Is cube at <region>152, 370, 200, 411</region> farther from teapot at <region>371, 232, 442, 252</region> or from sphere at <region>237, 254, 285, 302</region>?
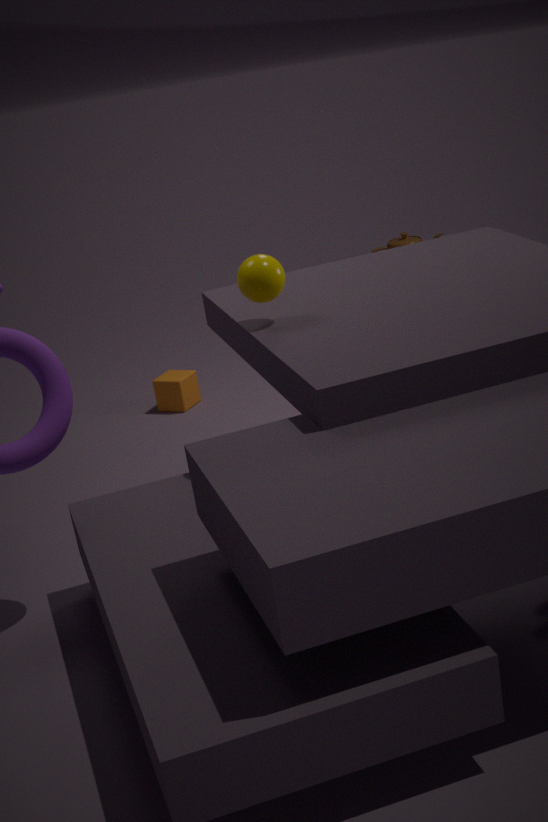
teapot at <region>371, 232, 442, 252</region>
